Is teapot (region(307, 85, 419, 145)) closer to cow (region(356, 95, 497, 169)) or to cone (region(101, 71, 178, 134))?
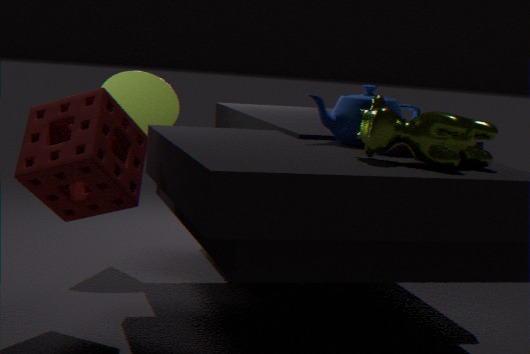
cow (region(356, 95, 497, 169))
